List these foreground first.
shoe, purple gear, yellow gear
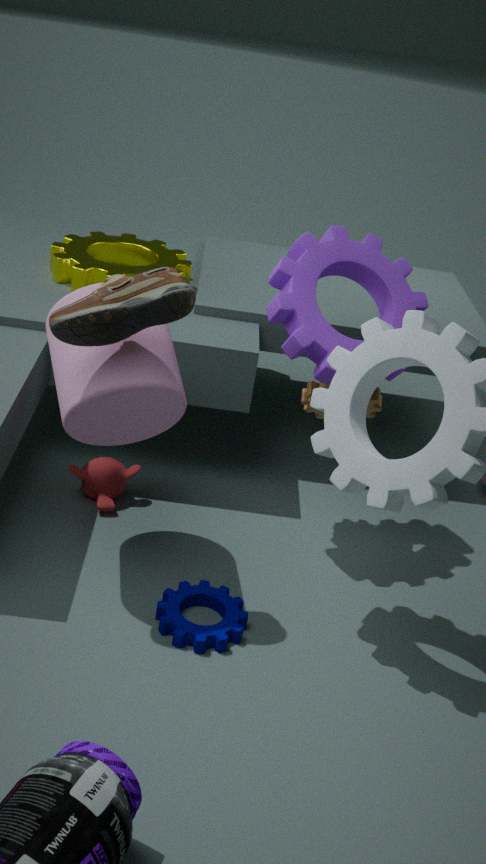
shoe
purple gear
yellow gear
